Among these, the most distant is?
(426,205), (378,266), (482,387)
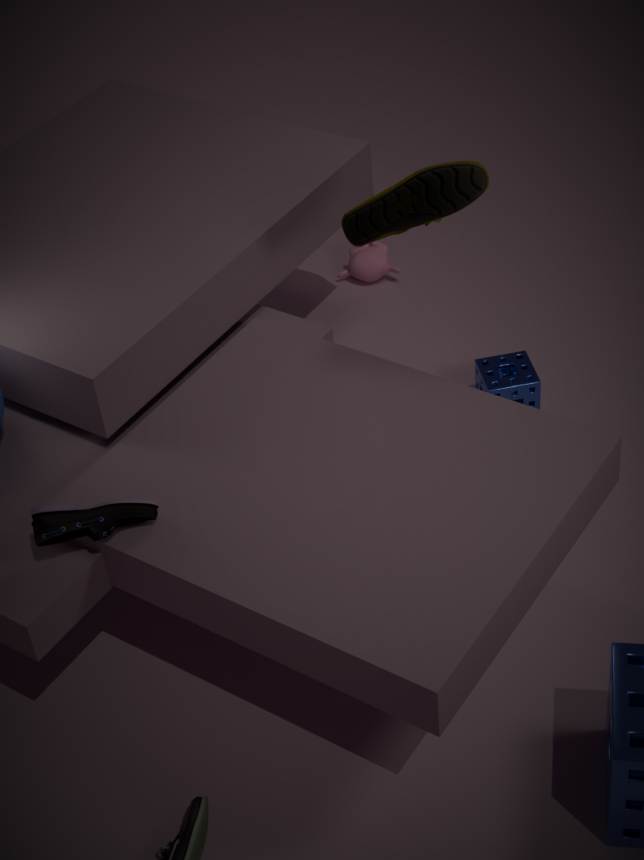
(378,266)
